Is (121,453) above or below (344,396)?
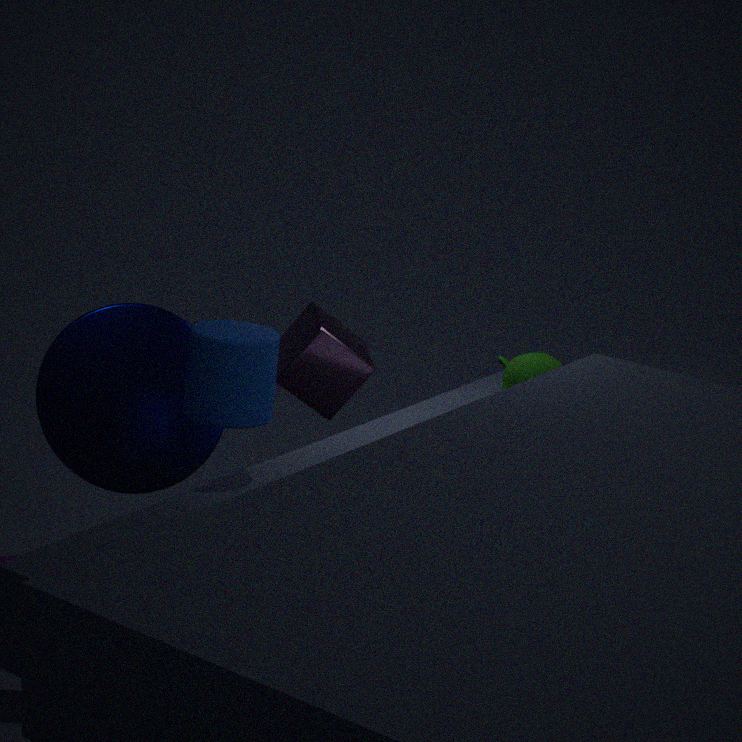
below
